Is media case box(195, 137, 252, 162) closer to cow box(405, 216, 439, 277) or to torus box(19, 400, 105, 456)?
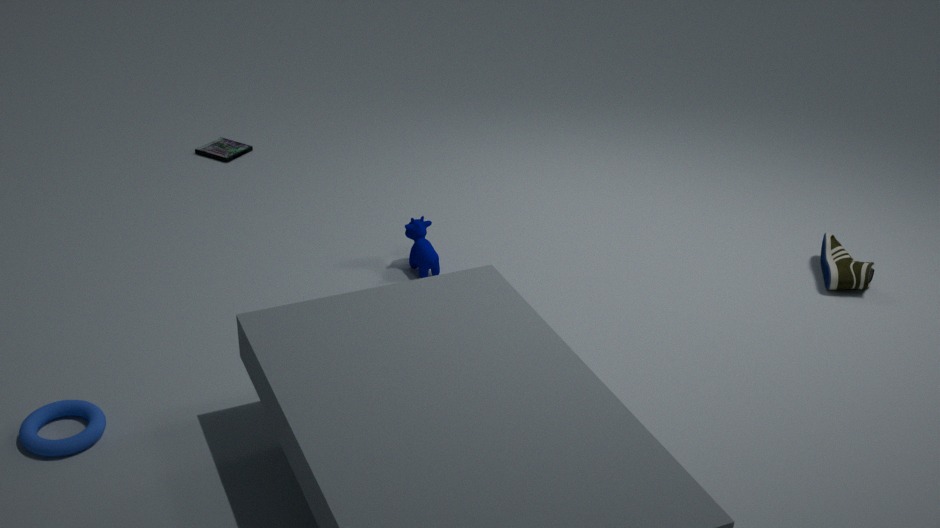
cow box(405, 216, 439, 277)
